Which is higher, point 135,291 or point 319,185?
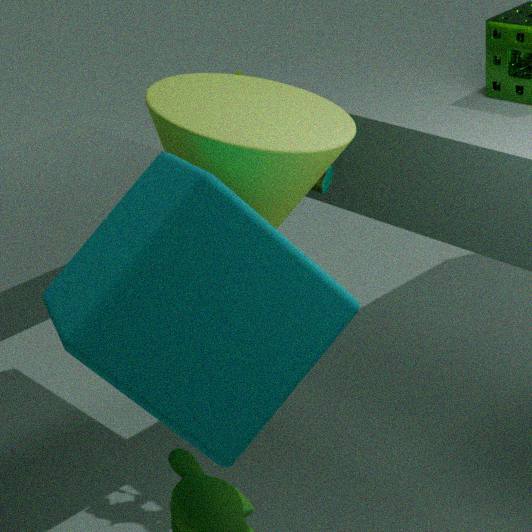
point 135,291
